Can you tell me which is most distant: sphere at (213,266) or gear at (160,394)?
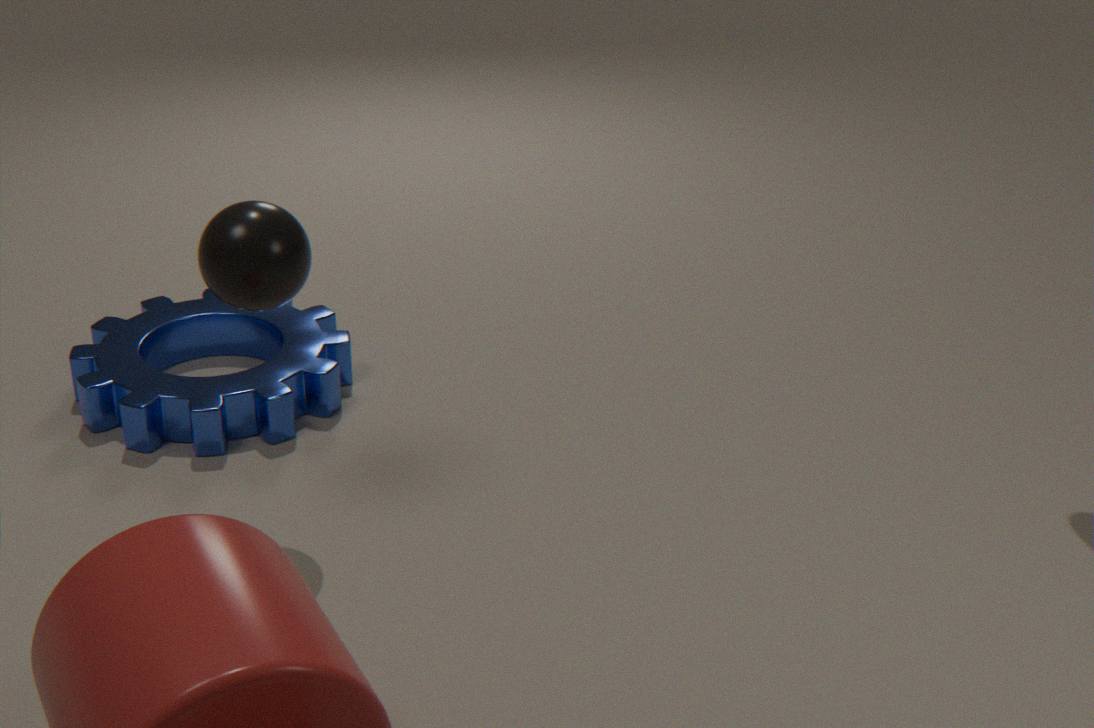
gear at (160,394)
